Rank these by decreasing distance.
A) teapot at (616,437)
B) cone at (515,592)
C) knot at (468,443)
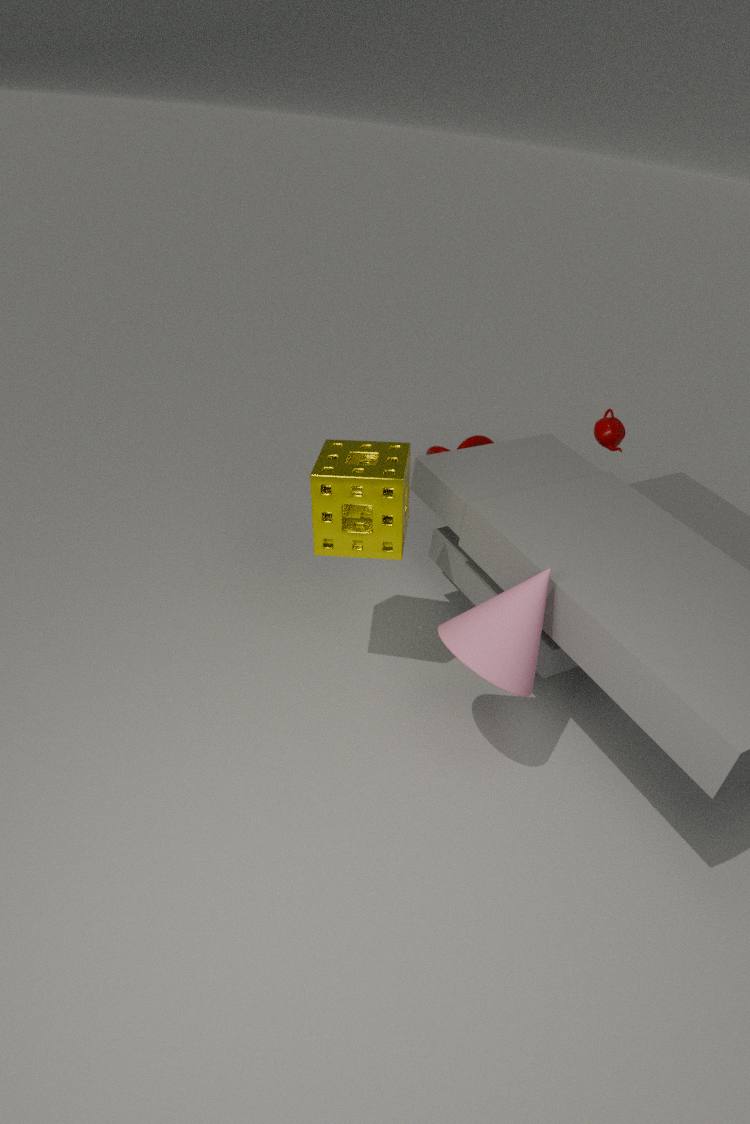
knot at (468,443) < teapot at (616,437) < cone at (515,592)
